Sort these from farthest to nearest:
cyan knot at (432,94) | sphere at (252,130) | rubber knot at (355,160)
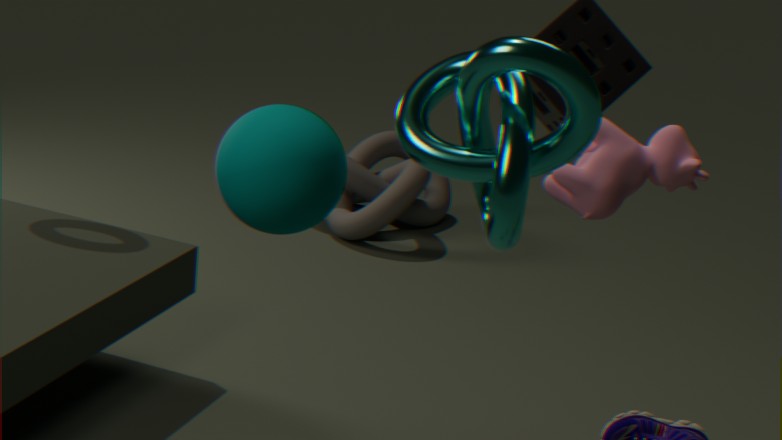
rubber knot at (355,160)
sphere at (252,130)
cyan knot at (432,94)
